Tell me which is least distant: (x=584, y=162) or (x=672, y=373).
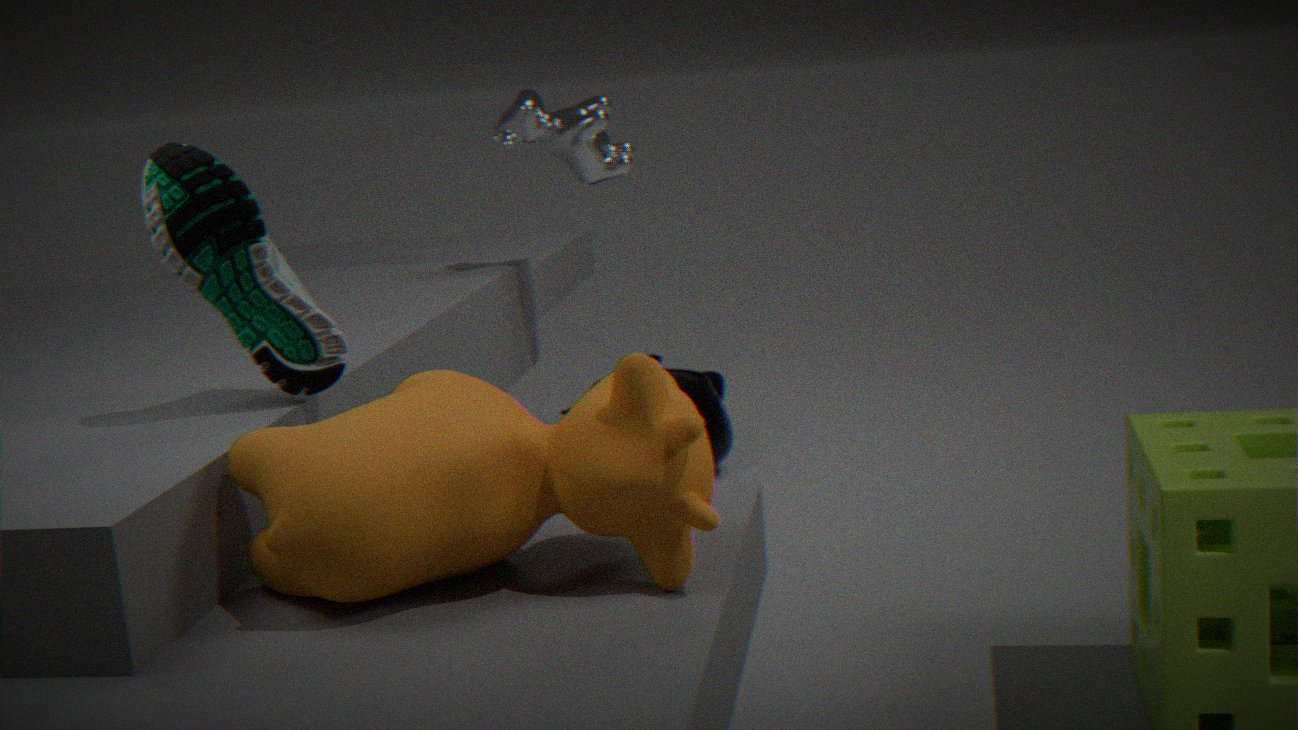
(x=584, y=162)
